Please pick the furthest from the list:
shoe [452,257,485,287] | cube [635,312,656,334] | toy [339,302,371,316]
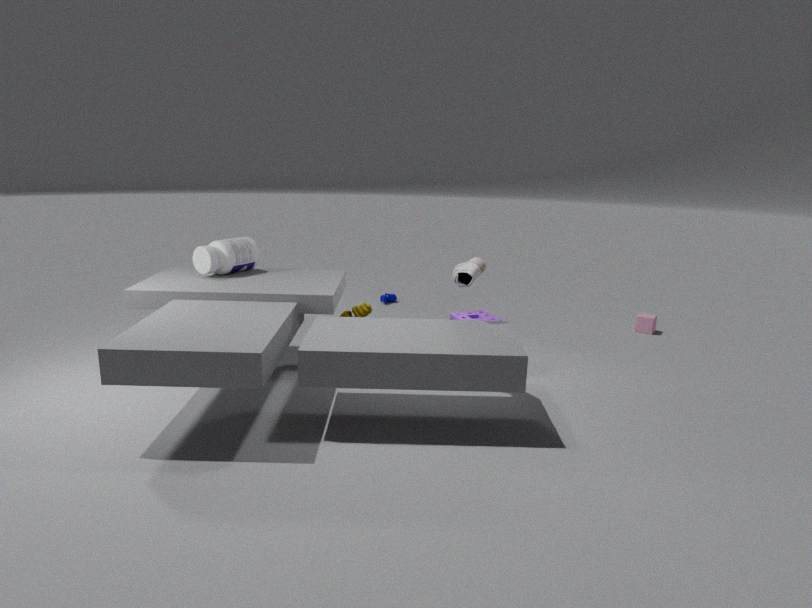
cube [635,312,656,334]
